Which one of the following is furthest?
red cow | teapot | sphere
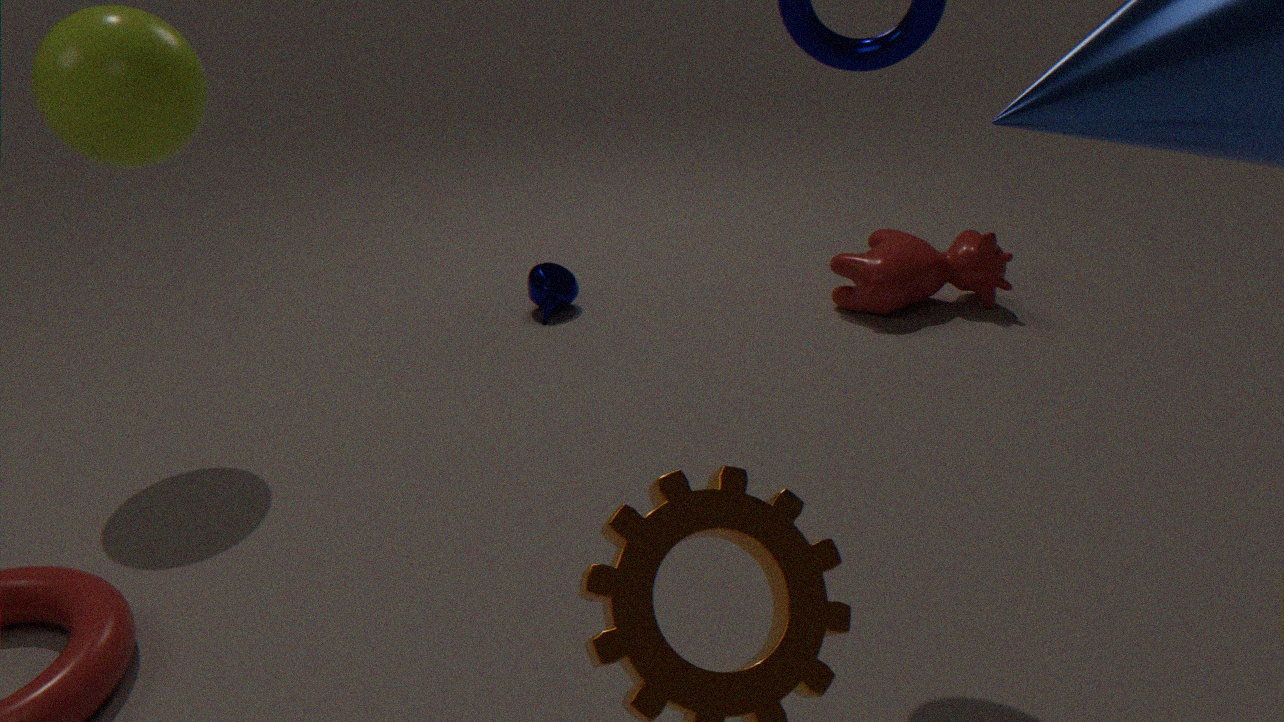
teapot
